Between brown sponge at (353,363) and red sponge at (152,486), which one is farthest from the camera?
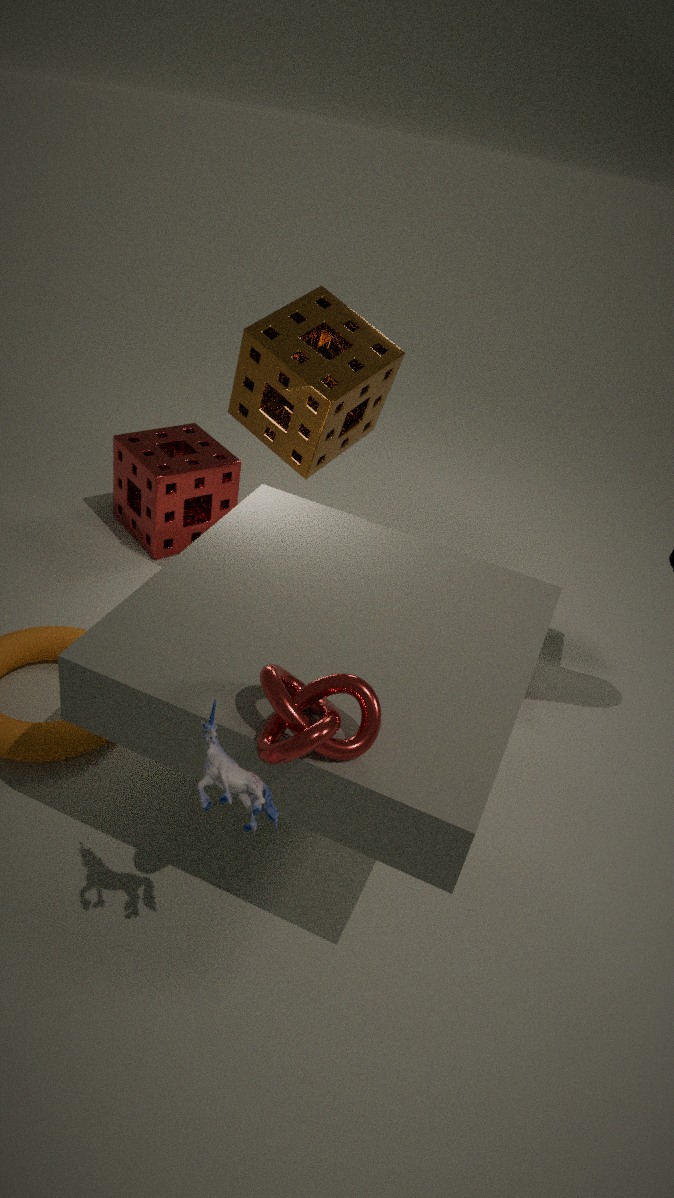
red sponge at (152,486)
